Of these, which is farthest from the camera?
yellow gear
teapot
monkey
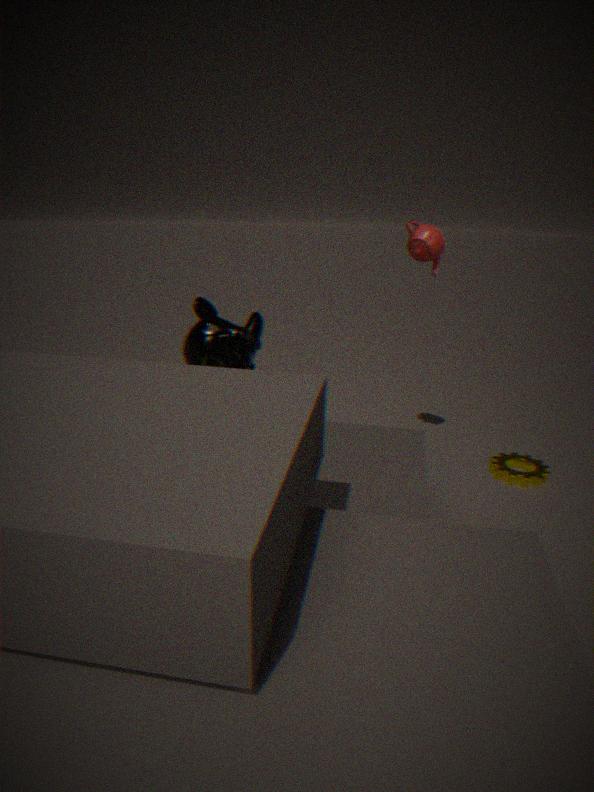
yellow gear
